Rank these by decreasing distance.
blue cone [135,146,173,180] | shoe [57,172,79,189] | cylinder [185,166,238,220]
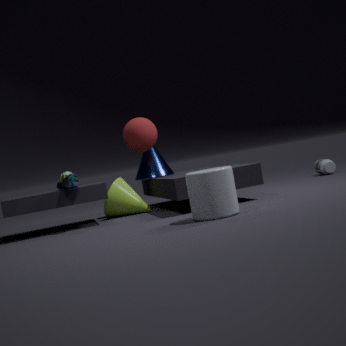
blue cone [135,146,173,180] < shoe [57,172,79,189] < cylinder [185,166,238,220]
